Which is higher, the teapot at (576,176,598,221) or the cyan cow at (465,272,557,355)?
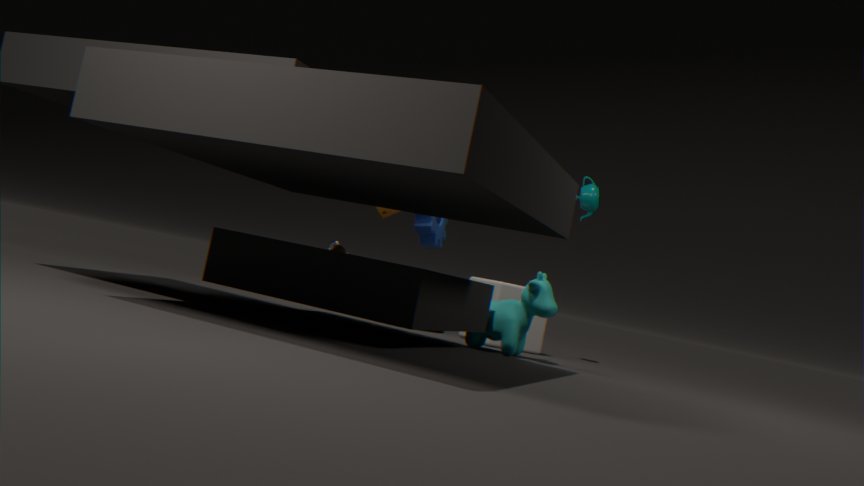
the teapot at (576,176,598,221)
